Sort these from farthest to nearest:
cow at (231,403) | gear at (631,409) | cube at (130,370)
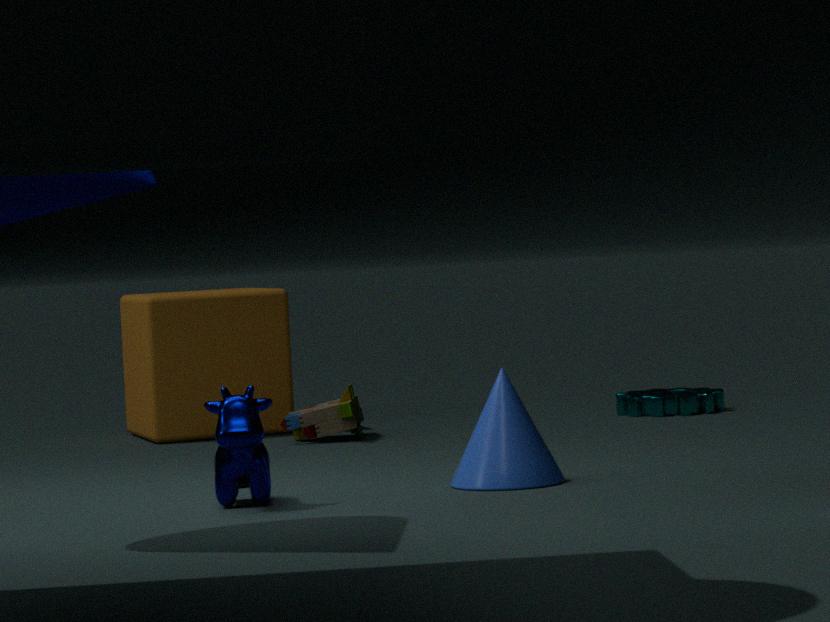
gear at (631,409) < cube at (130,370) < cow at (231,403)
